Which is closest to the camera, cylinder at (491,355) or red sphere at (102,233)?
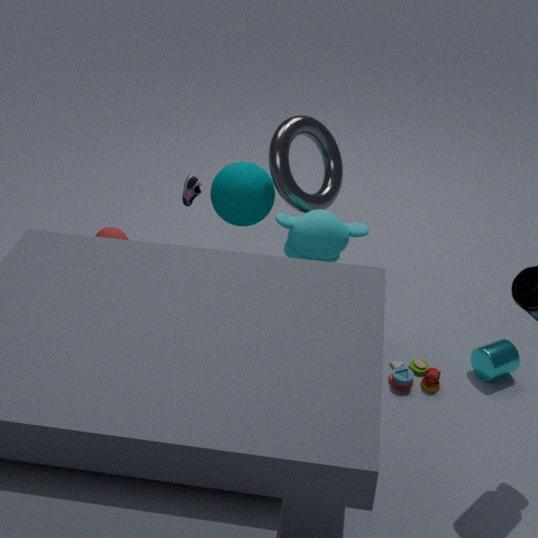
red sphere at (102,233)
